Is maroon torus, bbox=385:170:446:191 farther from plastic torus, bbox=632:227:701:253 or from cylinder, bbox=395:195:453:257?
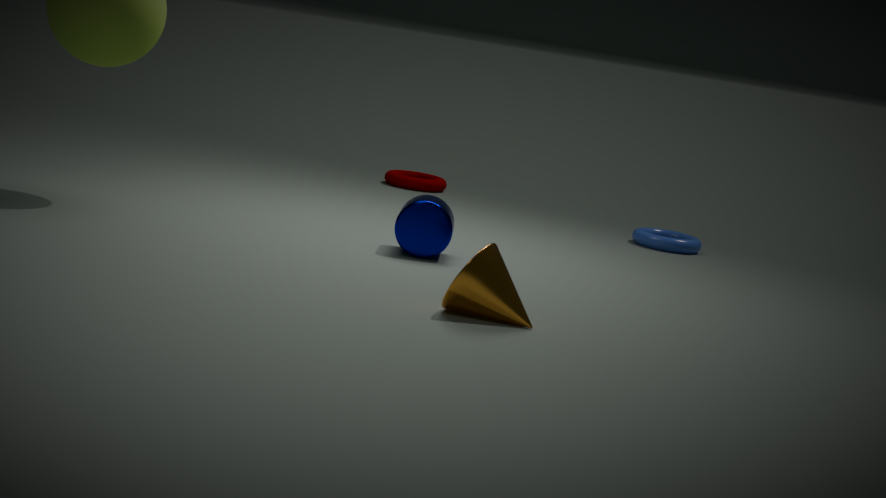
cylinder, bbox=395:195:453:257
